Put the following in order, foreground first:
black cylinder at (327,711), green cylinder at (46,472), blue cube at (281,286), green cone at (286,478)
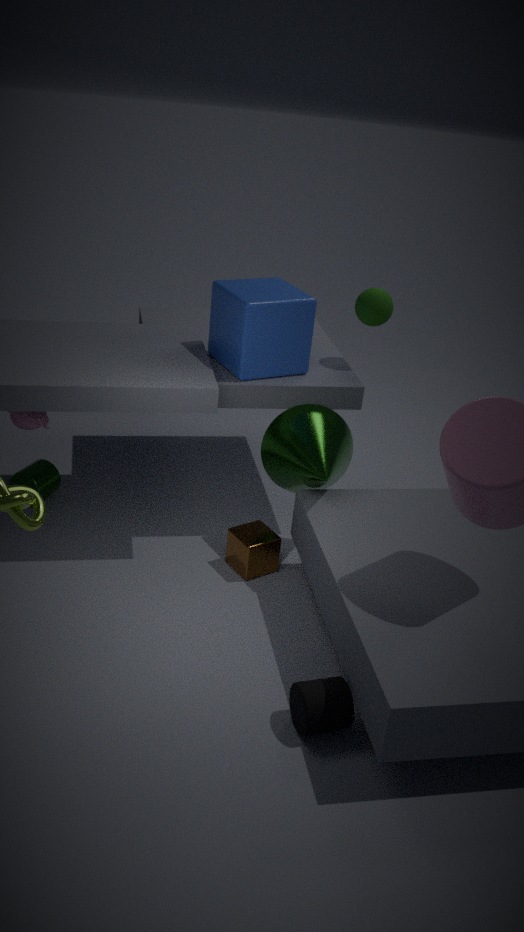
black cylinder at (327,711) < green cone at (286,478) < blue cube at (281,286) < green cylinder at (46,472)
